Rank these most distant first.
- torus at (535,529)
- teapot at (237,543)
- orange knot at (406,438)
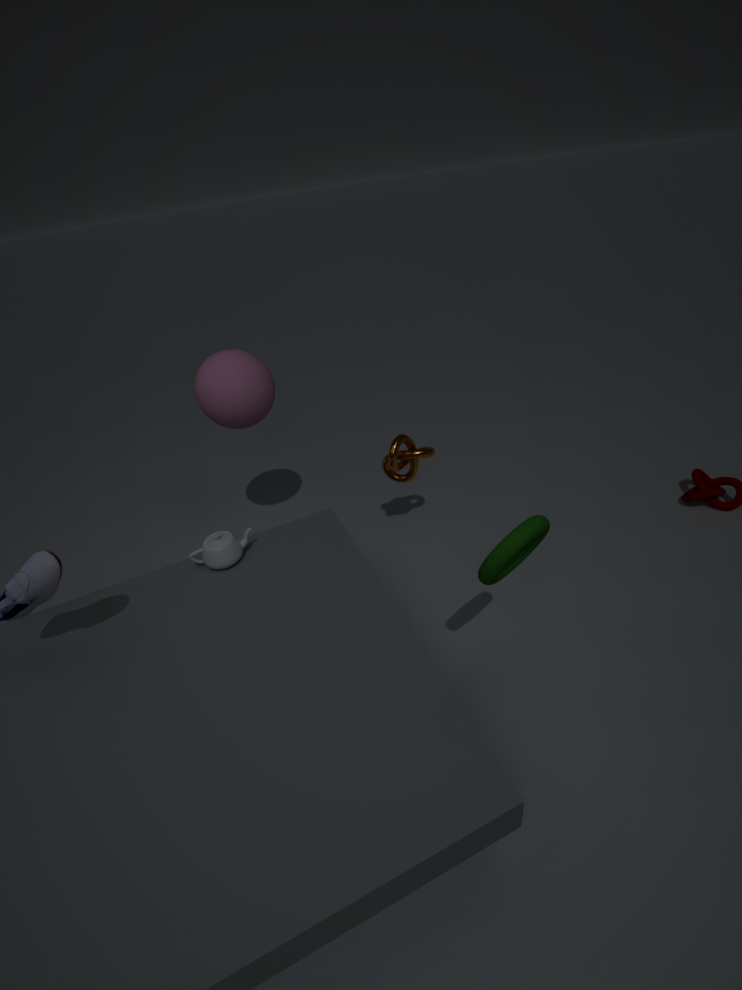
orange knot at (406,438)
teapot at (237,543)
torus at (535,529)
